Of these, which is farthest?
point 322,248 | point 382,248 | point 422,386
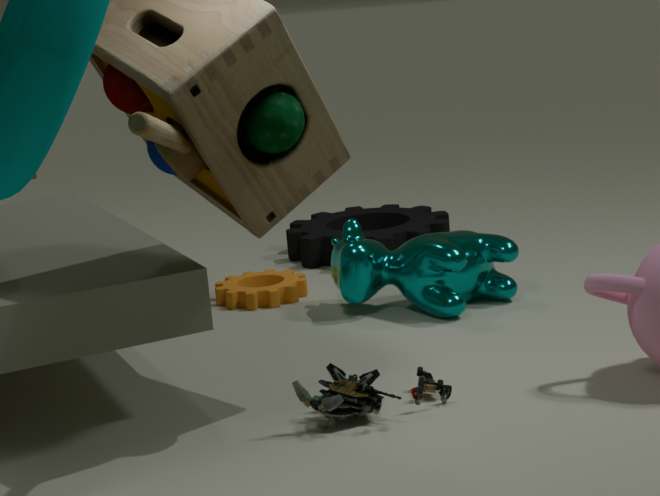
point 322,248
